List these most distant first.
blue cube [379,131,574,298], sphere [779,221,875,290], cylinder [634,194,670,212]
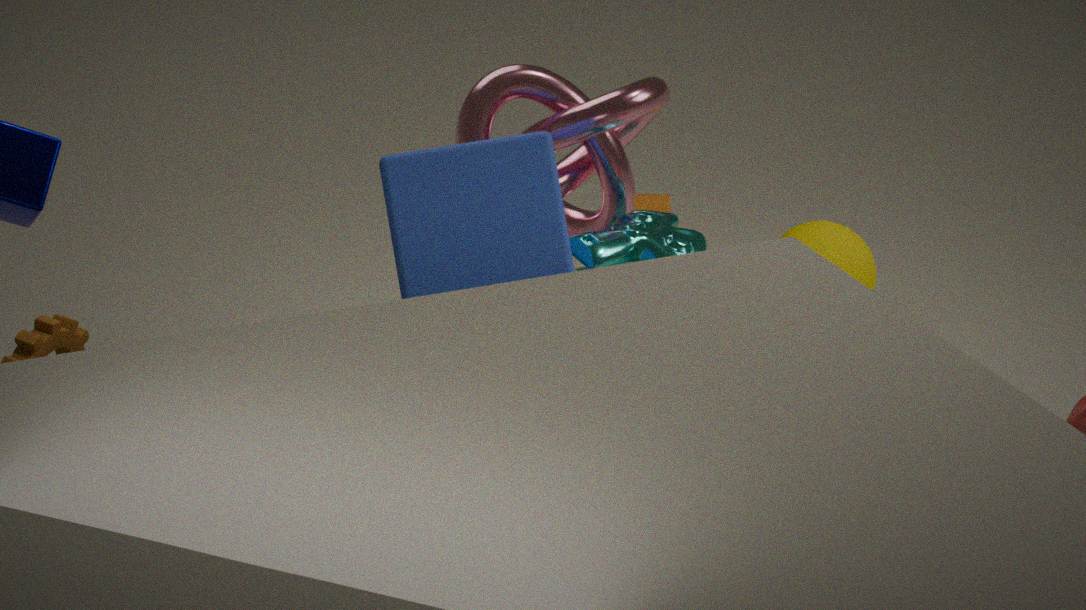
cylinder [634,194,670,212] → sphere [779,221,875,290] → blue cube [379,131,574,298]
